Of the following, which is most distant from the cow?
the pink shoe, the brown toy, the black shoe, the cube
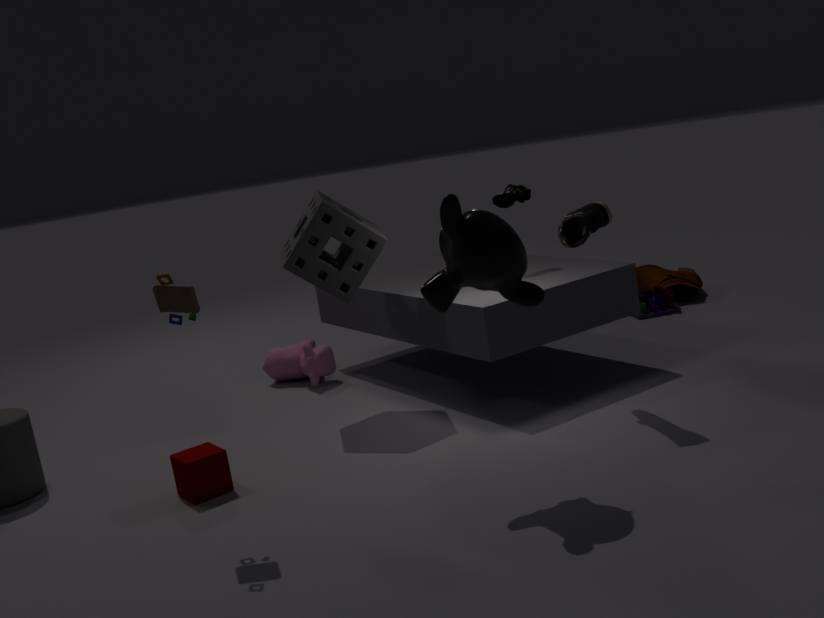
the brown toy
